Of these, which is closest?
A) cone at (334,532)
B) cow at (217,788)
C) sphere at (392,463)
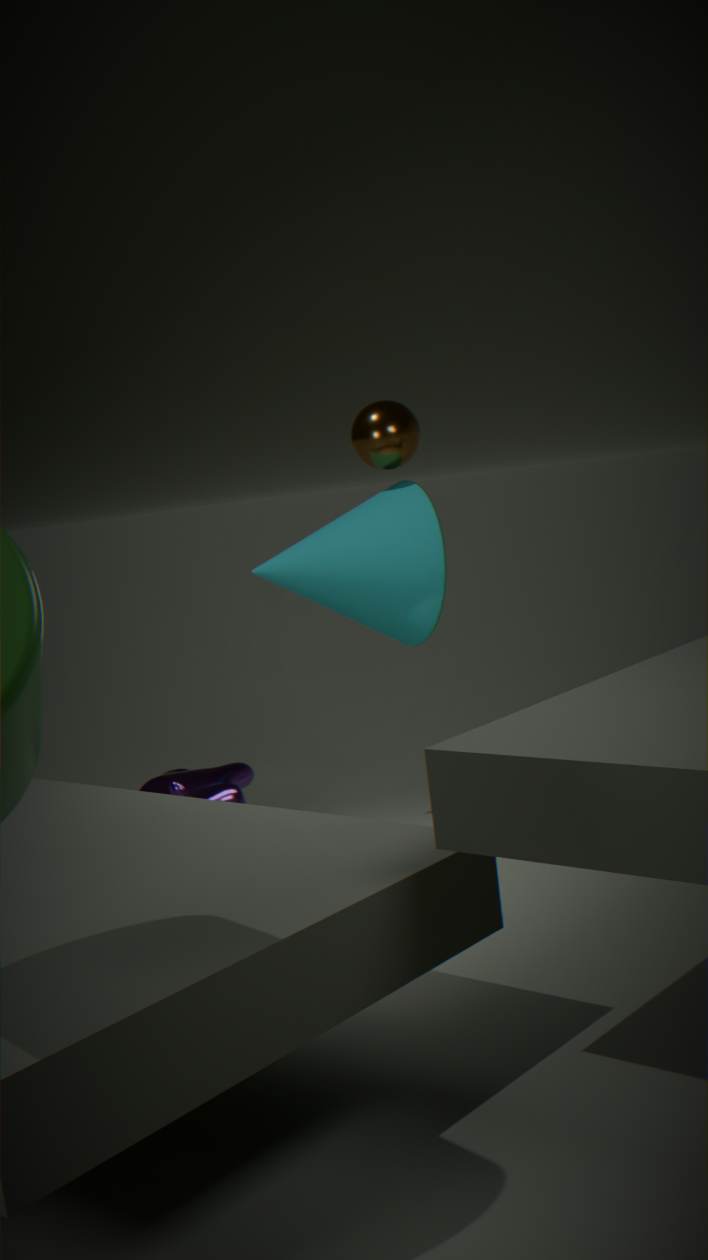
cow at (217,788)
